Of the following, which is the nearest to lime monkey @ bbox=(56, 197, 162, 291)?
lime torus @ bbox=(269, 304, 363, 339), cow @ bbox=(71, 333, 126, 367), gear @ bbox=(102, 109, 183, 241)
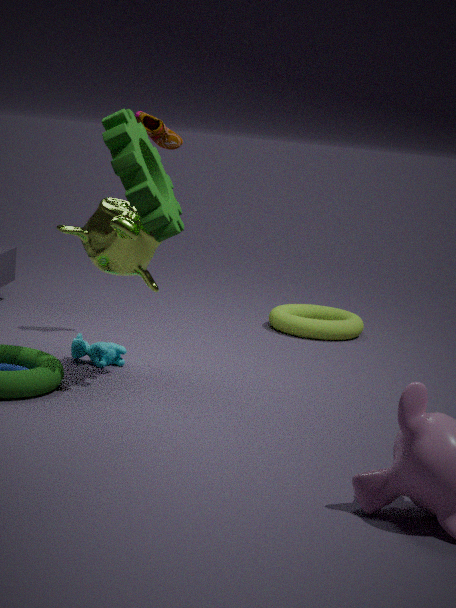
gear @ bbox=(102, 109, 183, 241)
